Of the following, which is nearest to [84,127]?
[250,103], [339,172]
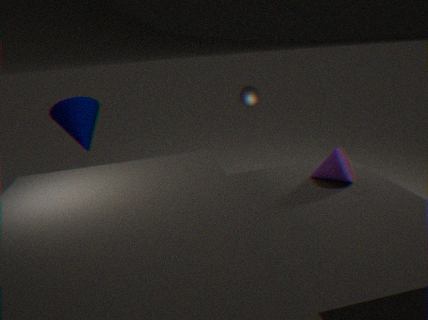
[250,103]
